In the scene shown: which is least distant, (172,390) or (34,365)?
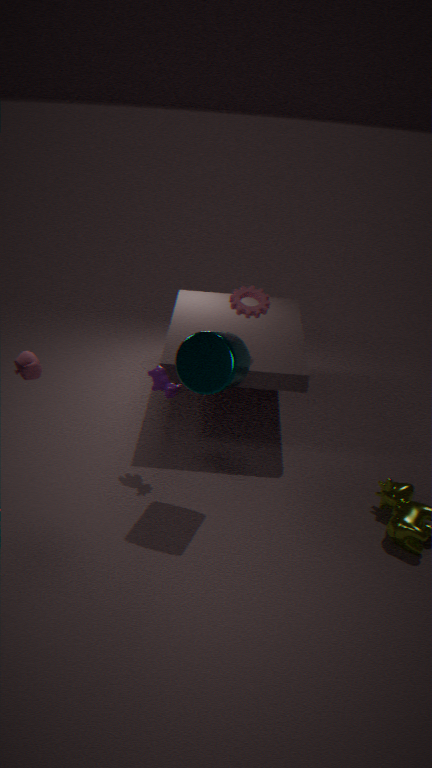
(34,365)
